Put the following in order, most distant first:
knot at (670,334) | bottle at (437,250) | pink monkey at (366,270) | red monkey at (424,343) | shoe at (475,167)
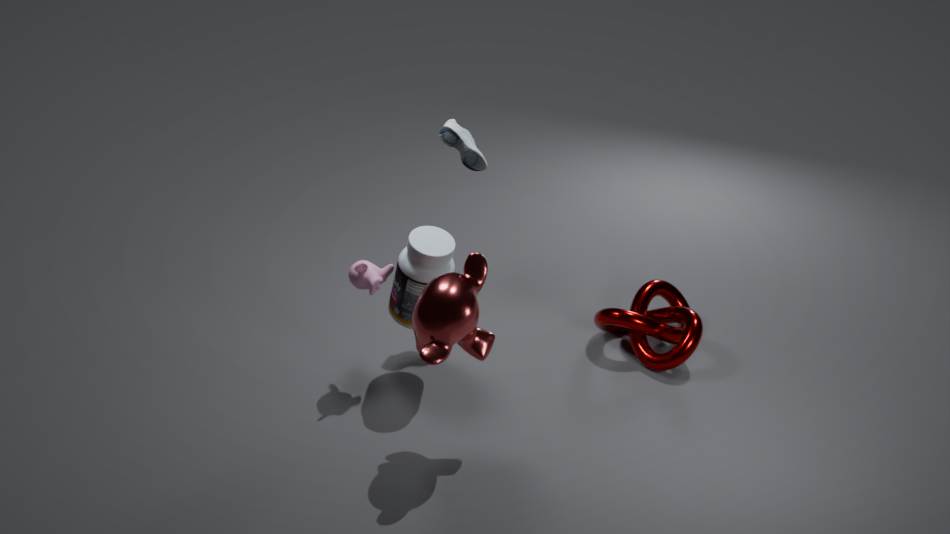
knot at (670,334)
shoe at (475,167)
pink monkey at (366,270)
bottle at (437,250)
red monkey at (424,343)
